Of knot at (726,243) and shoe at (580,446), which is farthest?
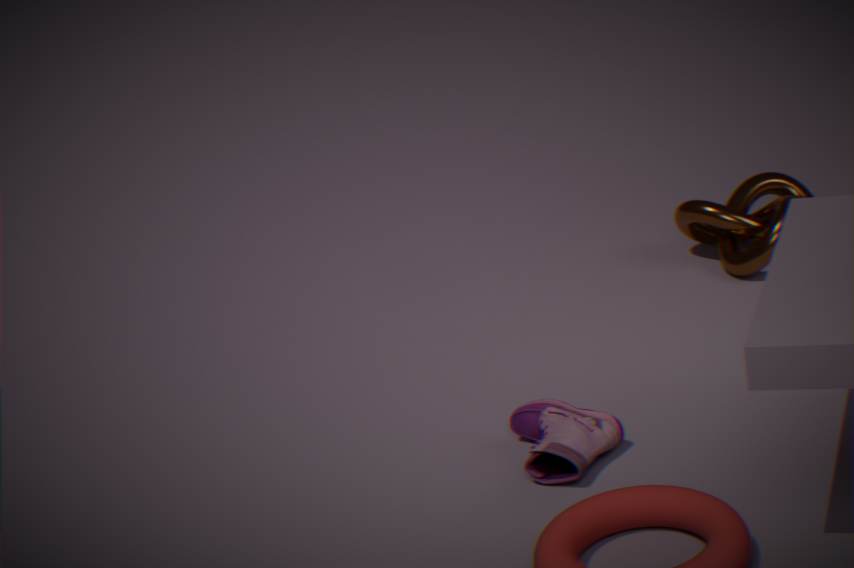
knot at (726,243)
